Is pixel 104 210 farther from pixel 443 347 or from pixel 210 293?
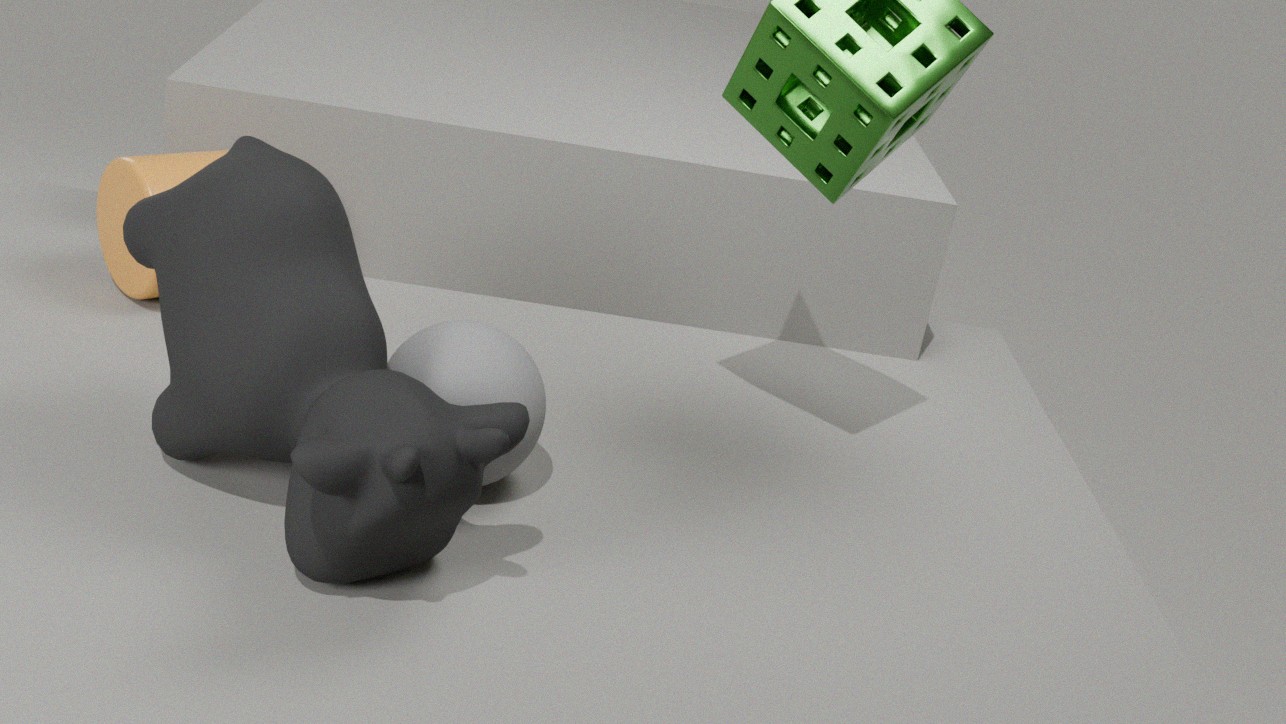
pixel 443 347
